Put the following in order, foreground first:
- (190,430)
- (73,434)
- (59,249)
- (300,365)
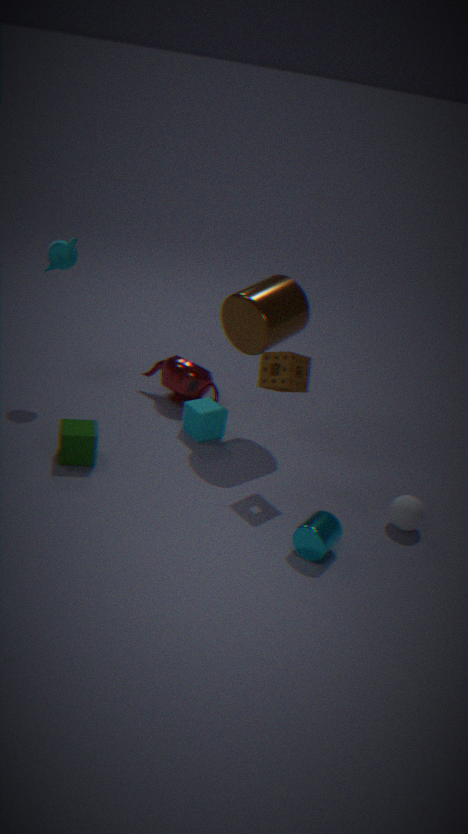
(300,365) → (73,434) → (59,249) → (190,430)
